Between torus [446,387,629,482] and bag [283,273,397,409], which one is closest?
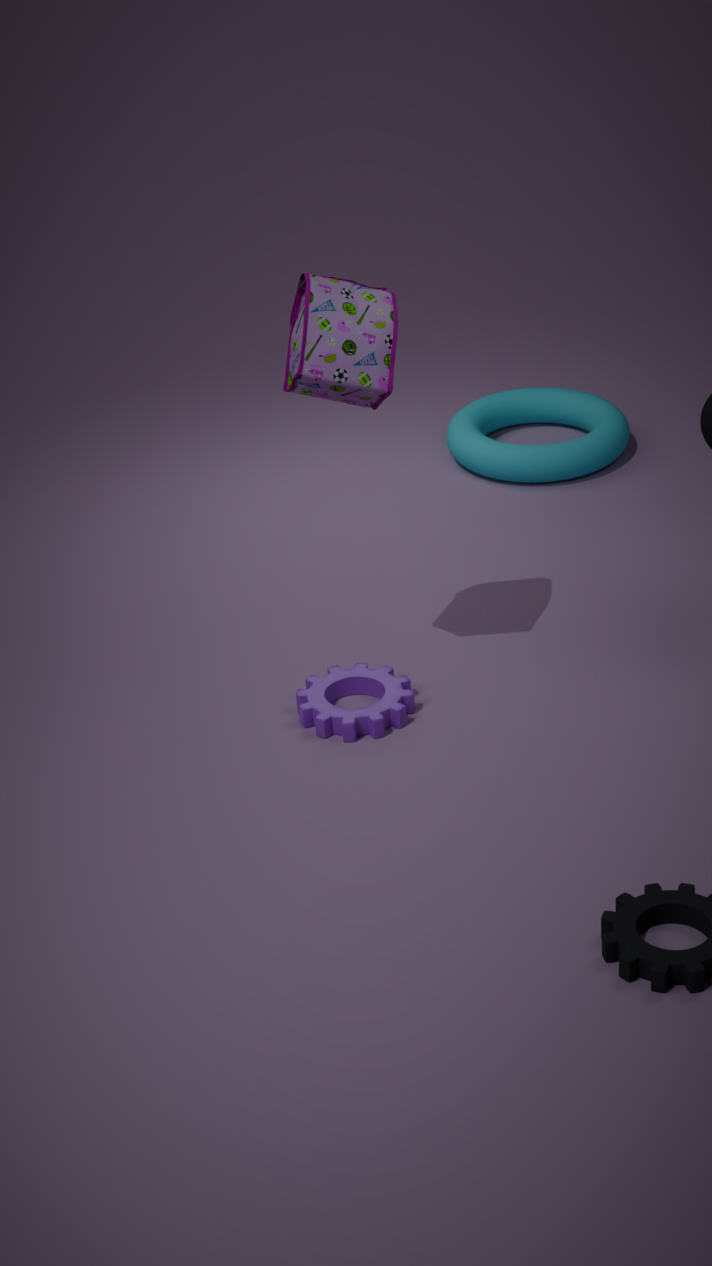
bag [283,273,397,409]
